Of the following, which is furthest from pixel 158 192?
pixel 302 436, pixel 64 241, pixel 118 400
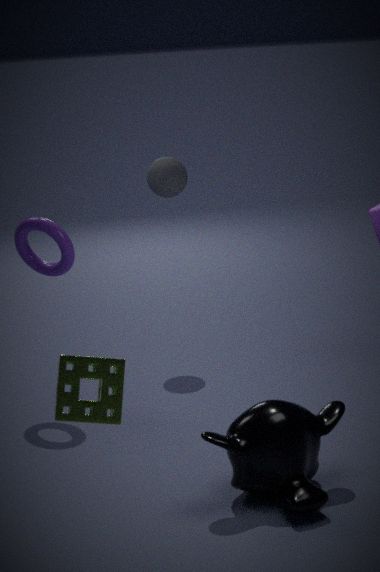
pixel 118 400
